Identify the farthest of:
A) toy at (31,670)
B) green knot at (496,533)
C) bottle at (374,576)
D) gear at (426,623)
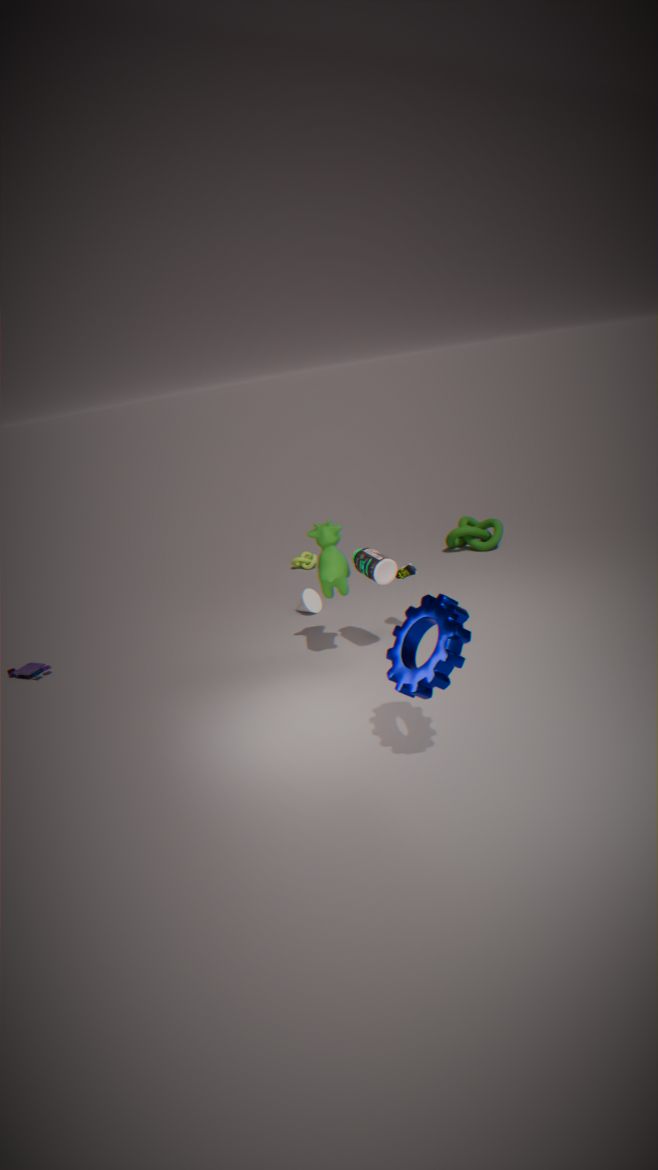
green knot at (496,533)
